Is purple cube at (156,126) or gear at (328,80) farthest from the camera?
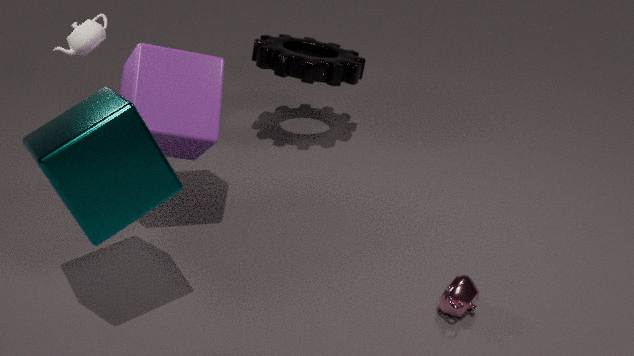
gear at (328,80)
